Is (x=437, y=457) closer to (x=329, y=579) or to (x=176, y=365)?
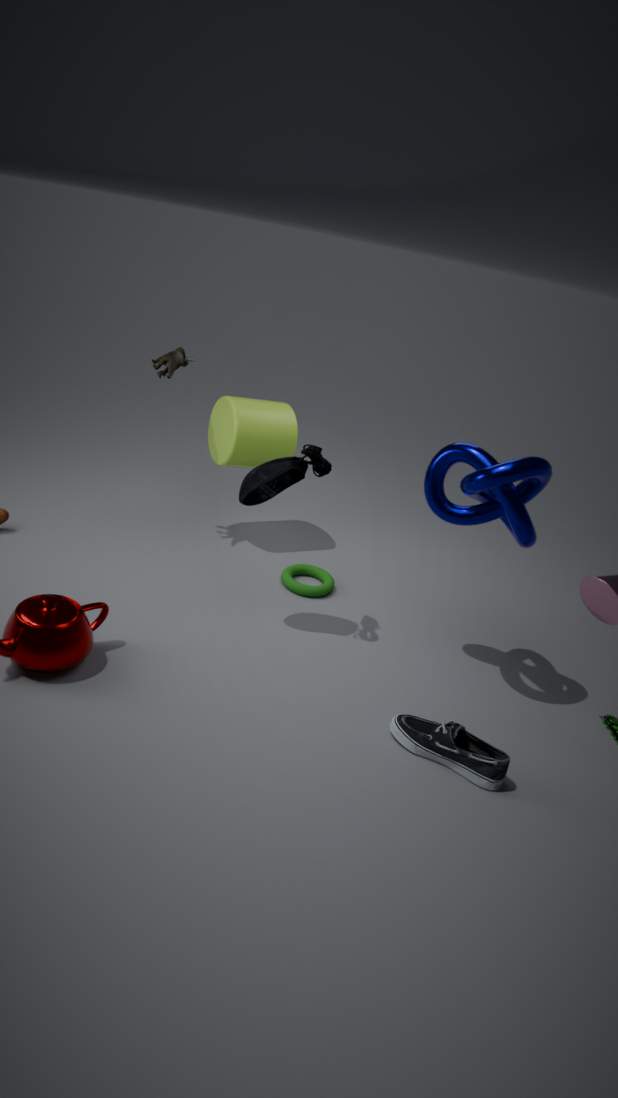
(x=329, y=579)
